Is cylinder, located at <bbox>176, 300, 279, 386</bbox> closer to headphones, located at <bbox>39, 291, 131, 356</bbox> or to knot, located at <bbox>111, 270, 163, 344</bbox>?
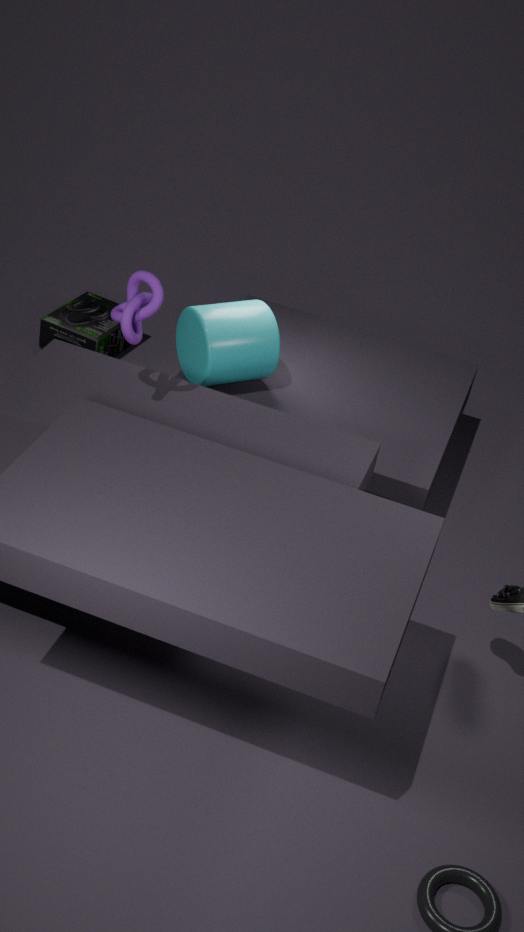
knot, located at <bbox>111, 270, 163, 344</bbox>
